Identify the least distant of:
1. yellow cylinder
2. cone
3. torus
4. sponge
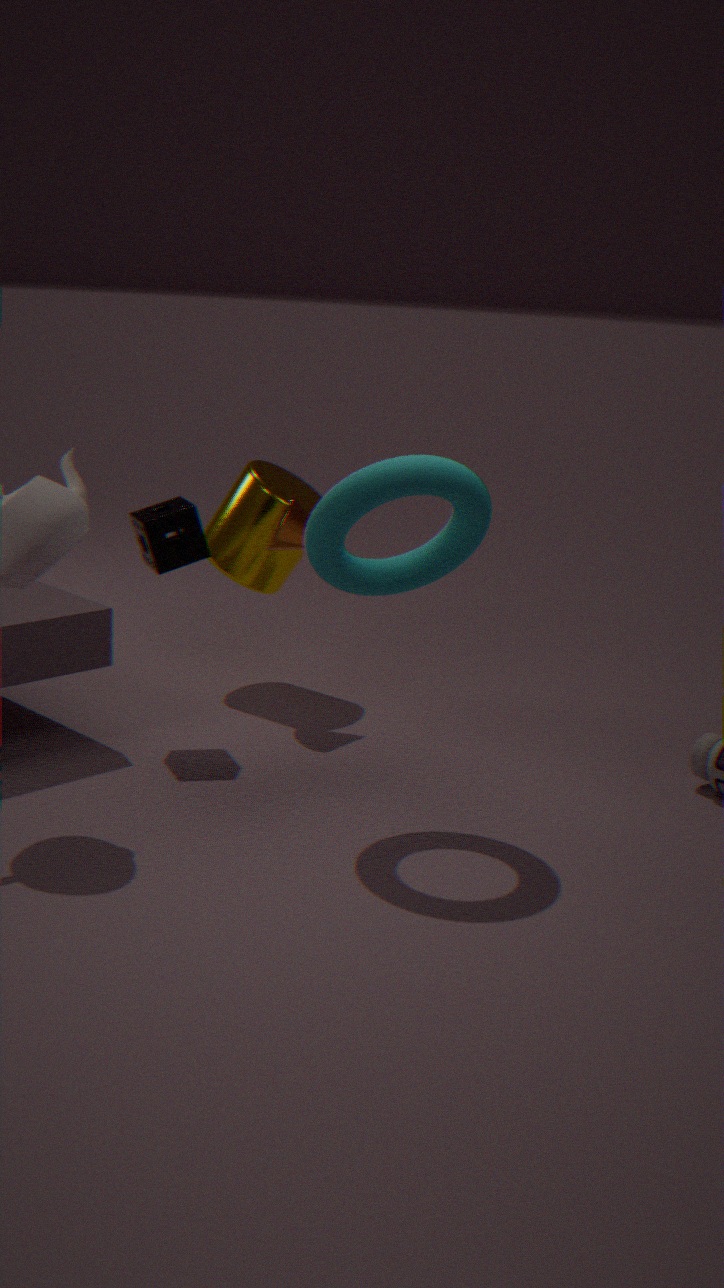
torus
